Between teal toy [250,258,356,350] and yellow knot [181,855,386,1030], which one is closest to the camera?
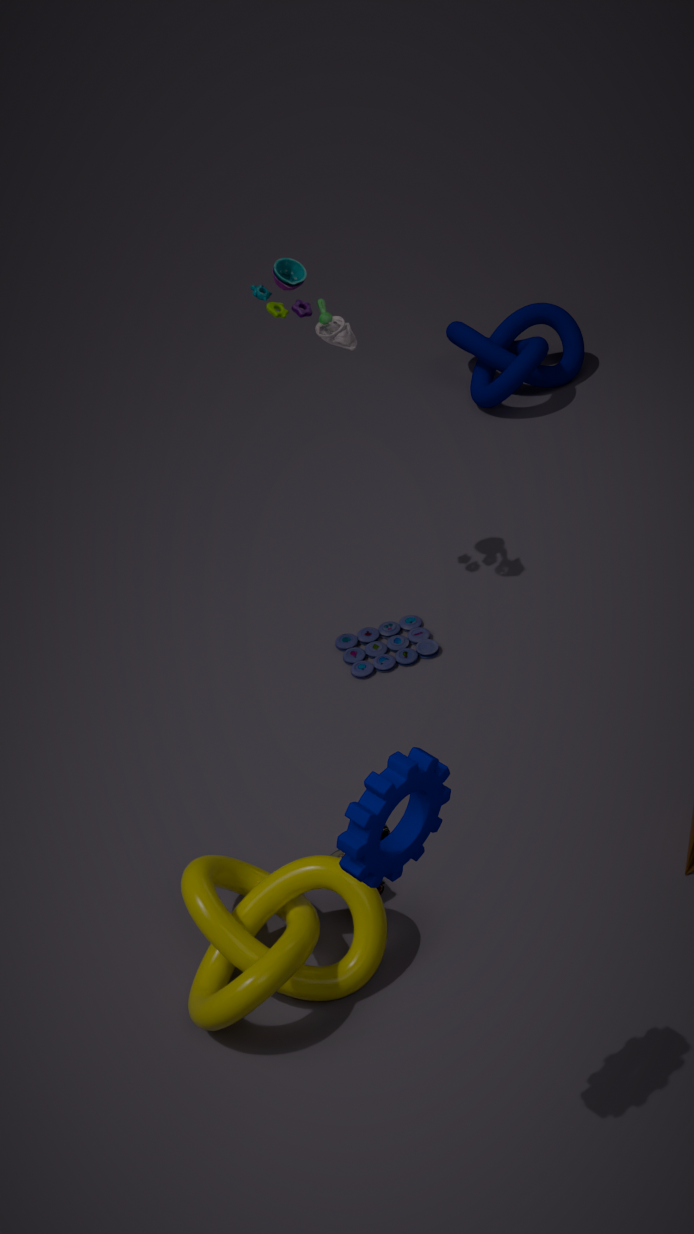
yellow knot [181,855,386,1030]
